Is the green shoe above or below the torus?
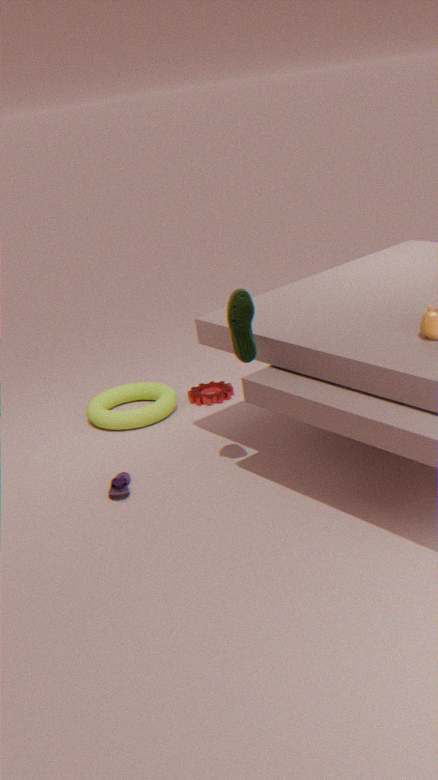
above
